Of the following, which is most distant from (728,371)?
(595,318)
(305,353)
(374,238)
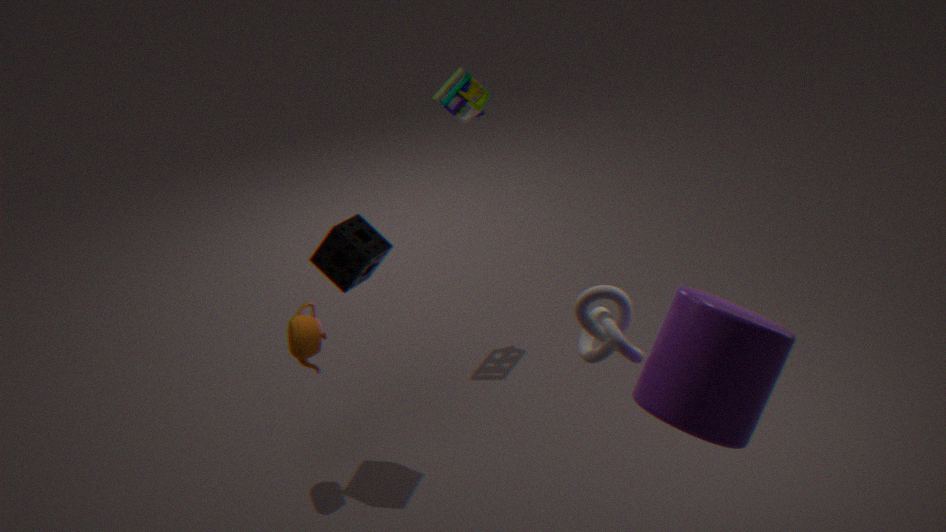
(305,353)
